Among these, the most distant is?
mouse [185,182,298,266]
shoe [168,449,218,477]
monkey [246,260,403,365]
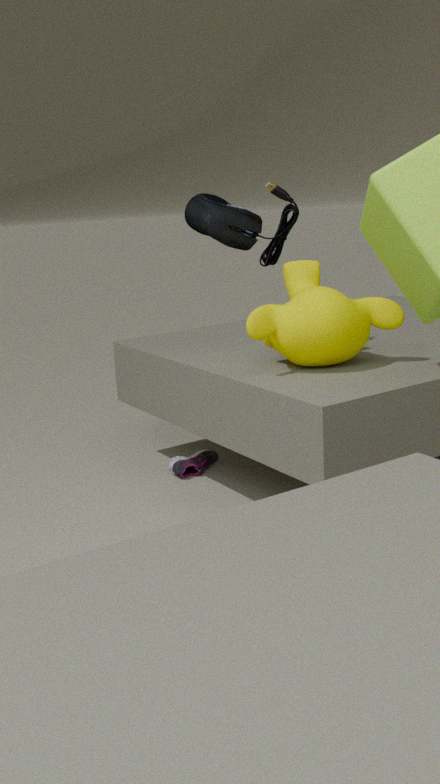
shoe [168,449,218,477]
